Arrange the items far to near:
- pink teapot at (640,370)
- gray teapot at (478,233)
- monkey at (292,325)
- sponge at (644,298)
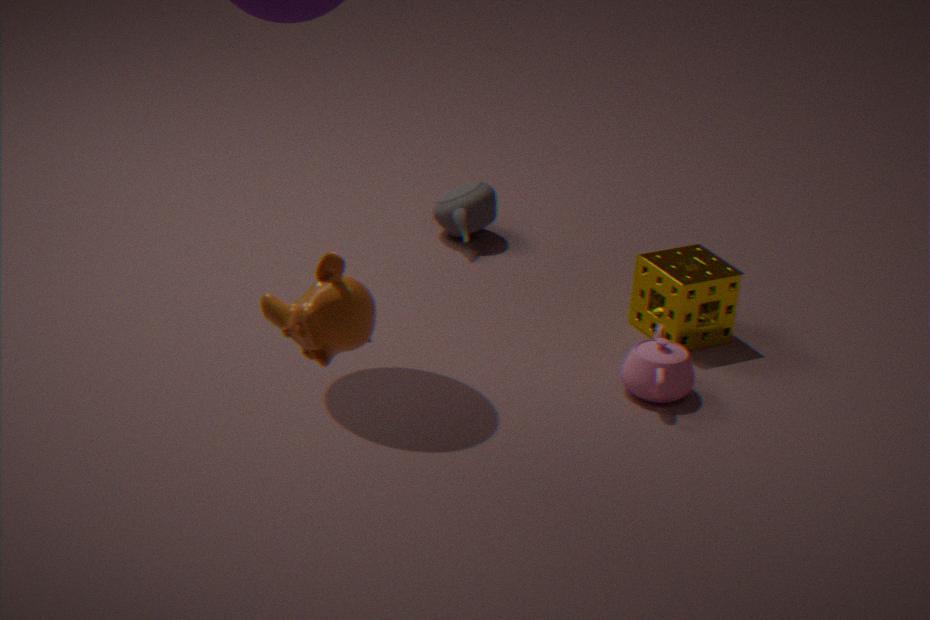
gray teapot at (478,233), sponge at (644,298), pink teapot at (640,370), monkey at (292,325)
